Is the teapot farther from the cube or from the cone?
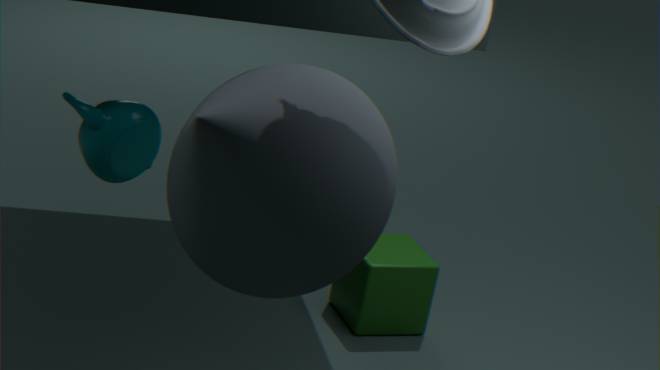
the cube
